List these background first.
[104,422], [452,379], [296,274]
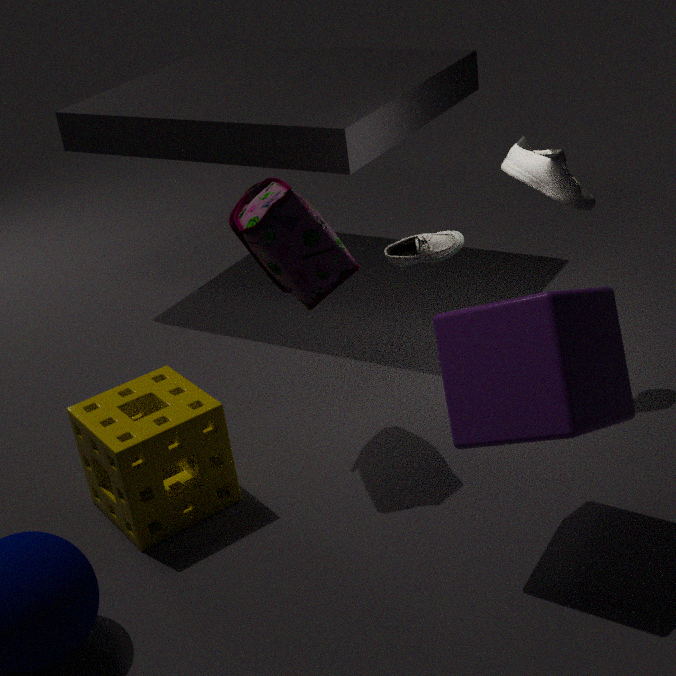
[104,422] → [296,274] → [452,379]
